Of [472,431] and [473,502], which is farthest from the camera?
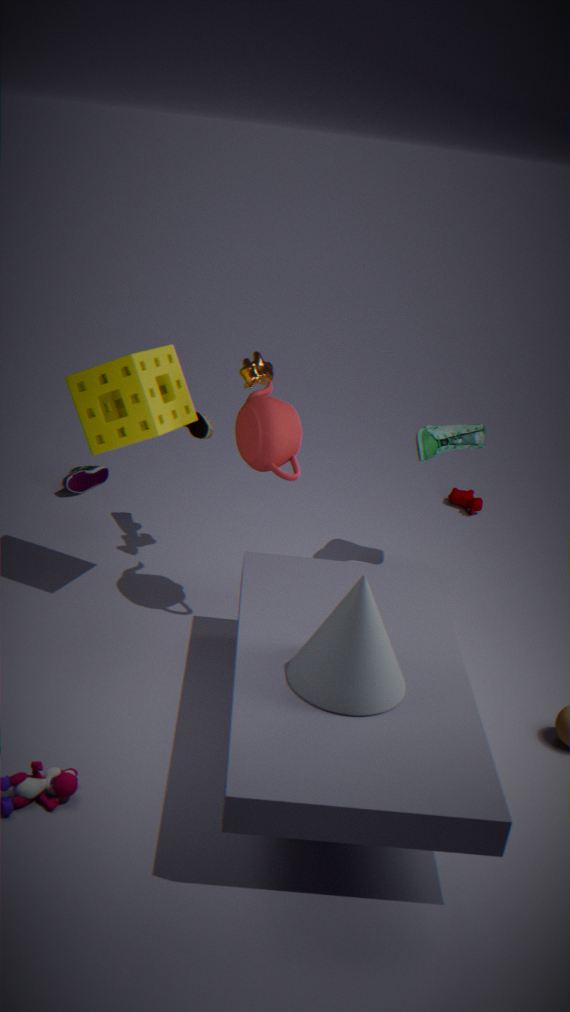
[473,502]
